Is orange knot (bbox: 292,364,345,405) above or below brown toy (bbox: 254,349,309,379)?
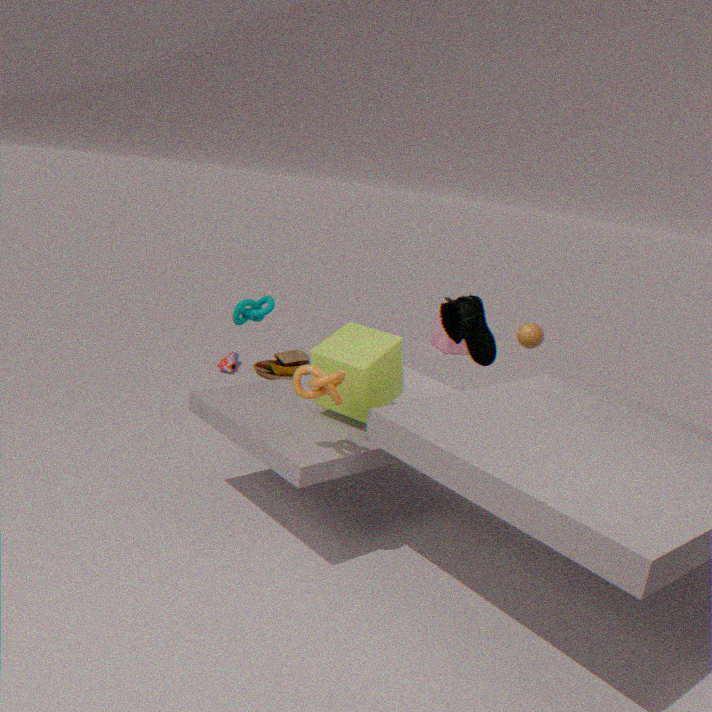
above
